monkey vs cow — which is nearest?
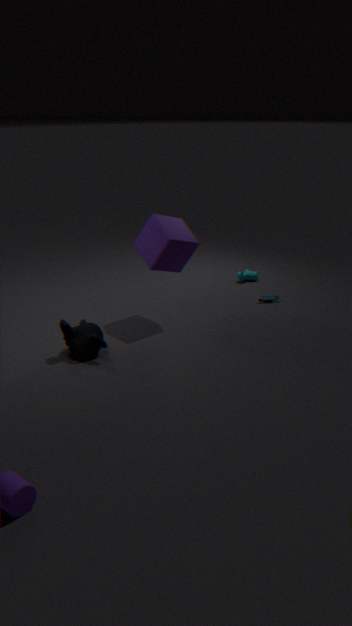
monkey
